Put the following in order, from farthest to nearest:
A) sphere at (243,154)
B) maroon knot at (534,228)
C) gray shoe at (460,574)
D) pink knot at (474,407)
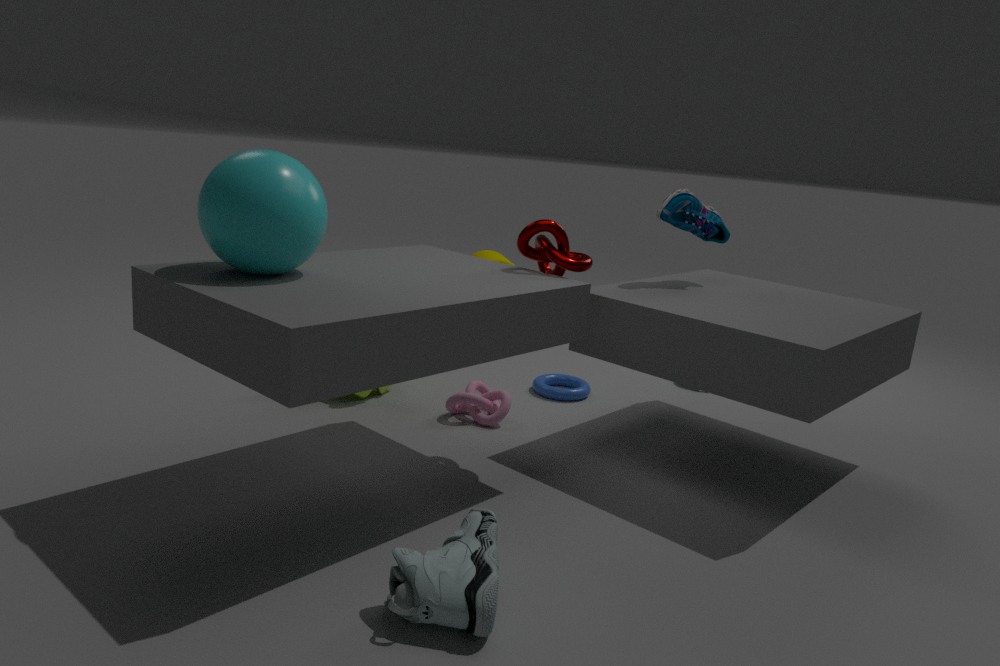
pink knot at (474,407) < maroon knot at (534,228) < sphere at (243,154) < gray shoe at (460,574)
